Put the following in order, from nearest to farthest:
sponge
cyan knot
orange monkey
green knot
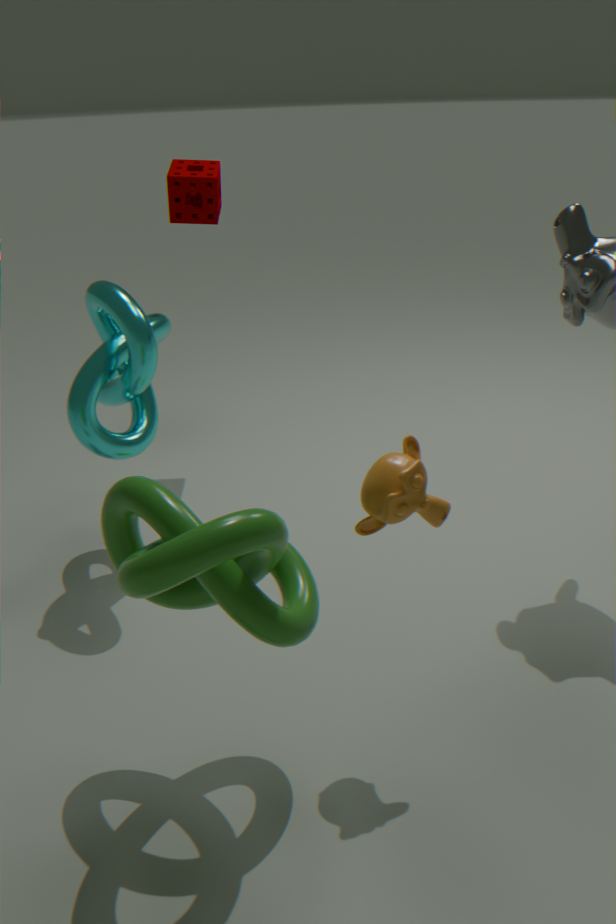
1. green knot
2. orange monkey
3. cyan knot
4. sponge
